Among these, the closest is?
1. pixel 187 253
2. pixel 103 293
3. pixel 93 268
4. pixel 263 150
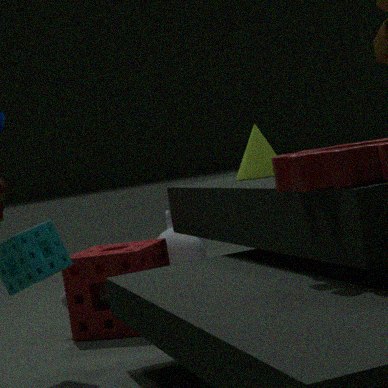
pixel 263 150
